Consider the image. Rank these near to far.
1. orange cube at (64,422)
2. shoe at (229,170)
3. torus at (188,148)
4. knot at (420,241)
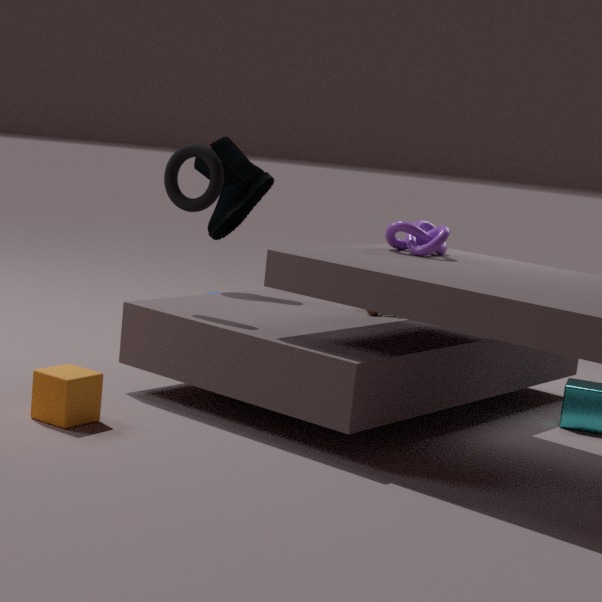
orange cube at (64,422) < knot at (420,241) < torus at (188,148) < shoe at (229,170)
